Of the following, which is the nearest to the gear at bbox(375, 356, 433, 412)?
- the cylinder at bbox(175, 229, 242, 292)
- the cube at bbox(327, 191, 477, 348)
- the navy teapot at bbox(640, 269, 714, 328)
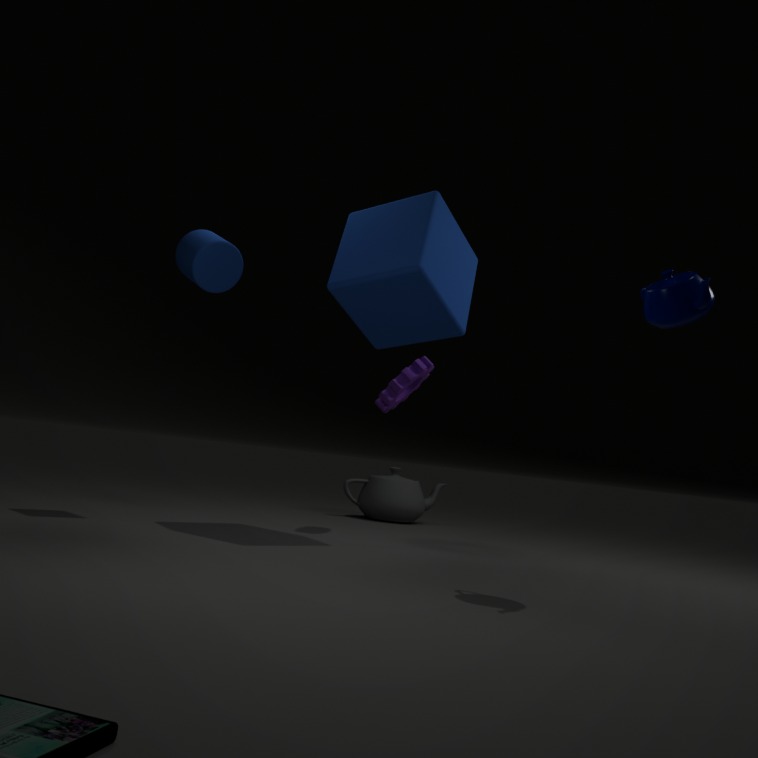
the cube at bbox(327, 191, 477, 348)
